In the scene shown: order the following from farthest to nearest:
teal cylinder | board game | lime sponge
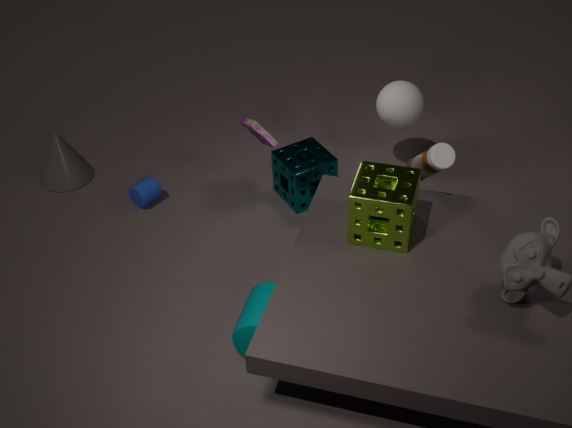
board game, teal cylinder, lime sponge
